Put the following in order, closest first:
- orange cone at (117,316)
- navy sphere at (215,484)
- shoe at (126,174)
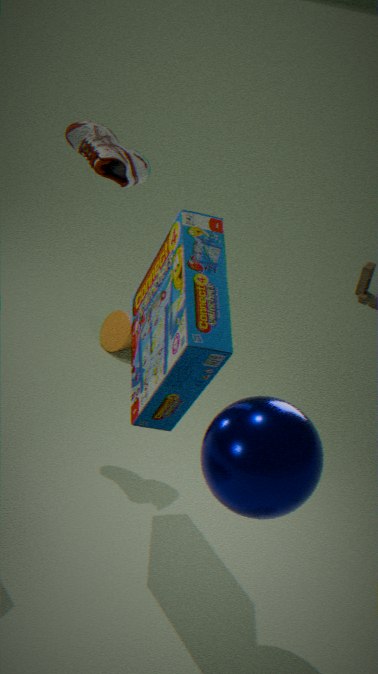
navy sphere at (215,484), shoe at (126,174), orange cone at (117,316)
